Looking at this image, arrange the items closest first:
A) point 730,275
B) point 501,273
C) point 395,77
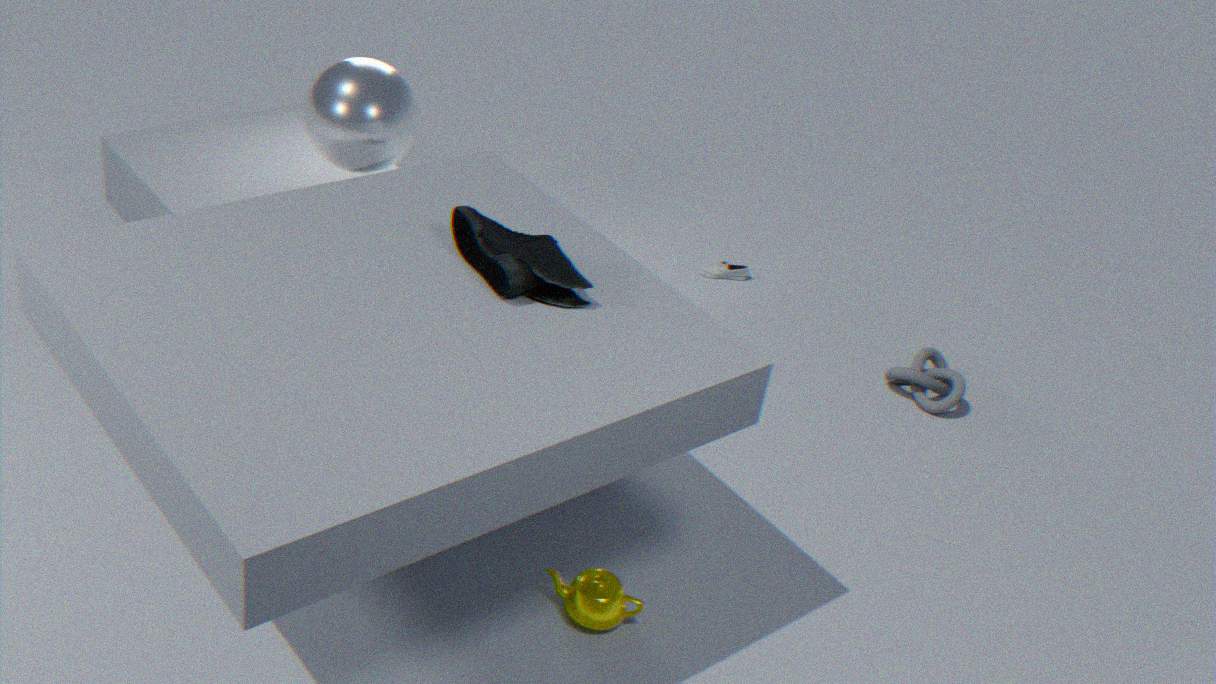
1. point 501,273
2. point 395,77
3. point 730,275
